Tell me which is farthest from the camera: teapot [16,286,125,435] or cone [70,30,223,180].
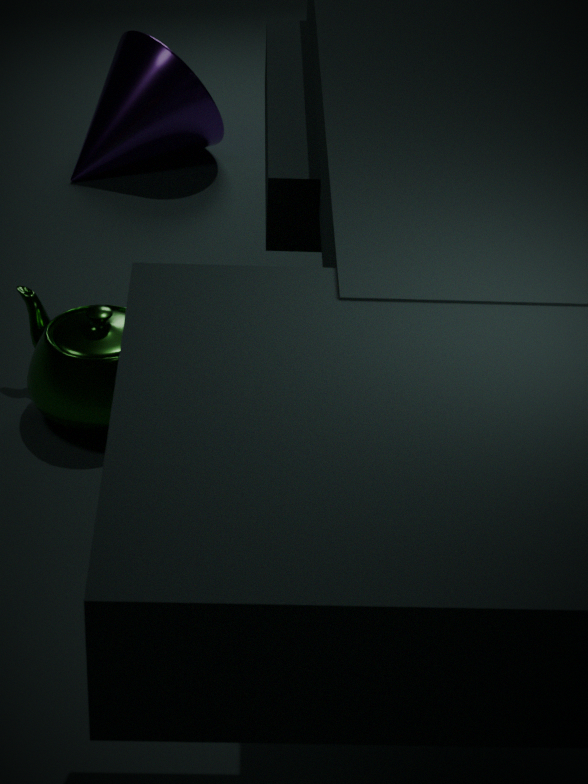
cone [70,30,223,180]
